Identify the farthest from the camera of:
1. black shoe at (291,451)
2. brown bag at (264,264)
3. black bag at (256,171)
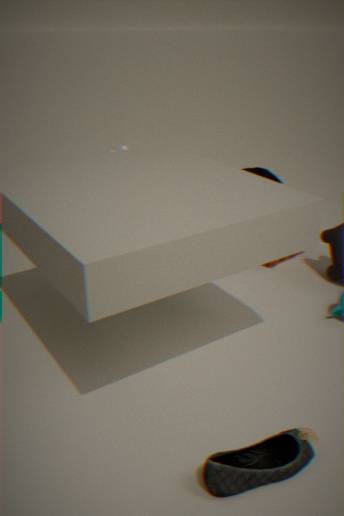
black bag at (256,171)
